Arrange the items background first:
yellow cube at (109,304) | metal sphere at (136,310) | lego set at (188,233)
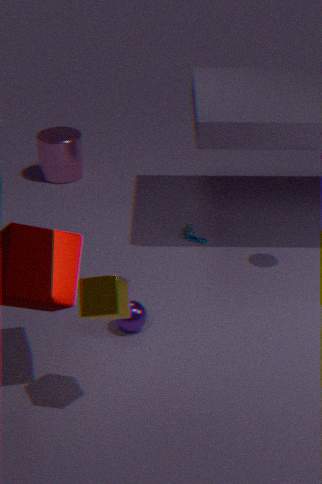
lego set at (188,233) → metal sphere at (136,310) → yellow cube at (109,304)
